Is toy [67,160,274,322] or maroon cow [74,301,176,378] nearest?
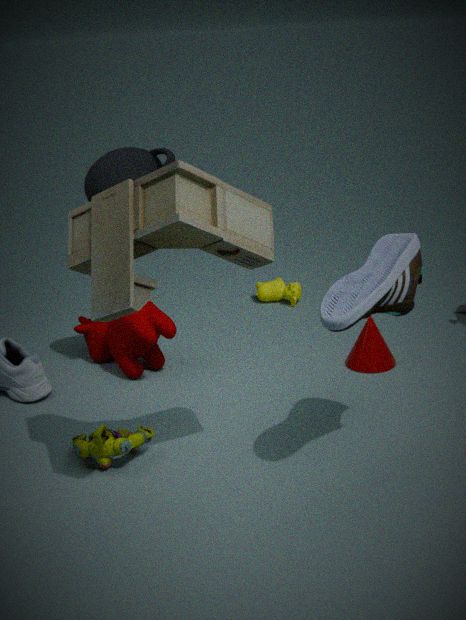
toy [67,160,274,322]
